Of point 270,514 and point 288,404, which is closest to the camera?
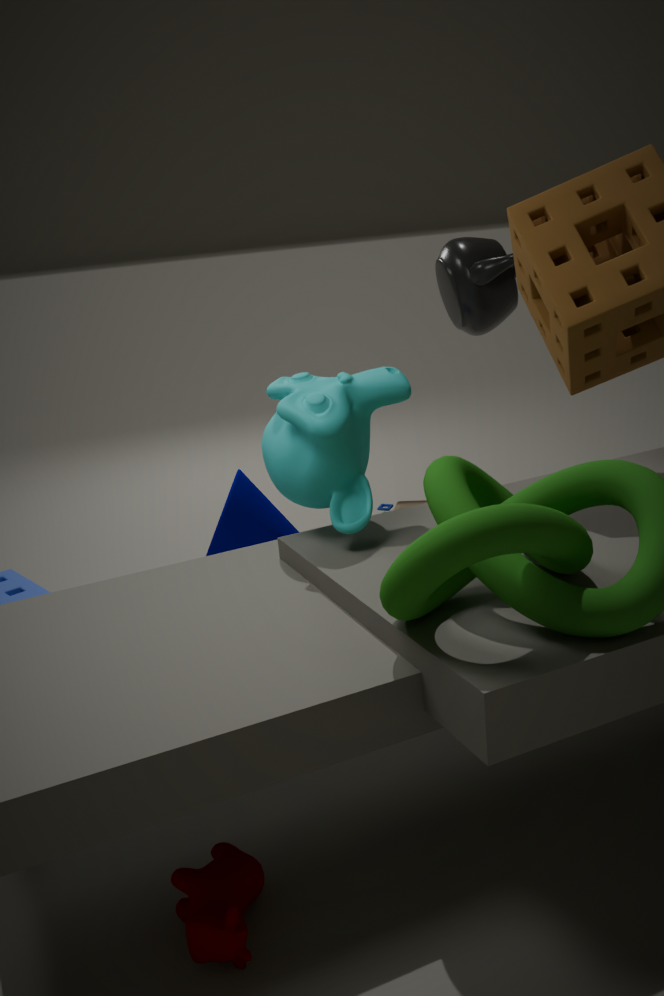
point 288,404
